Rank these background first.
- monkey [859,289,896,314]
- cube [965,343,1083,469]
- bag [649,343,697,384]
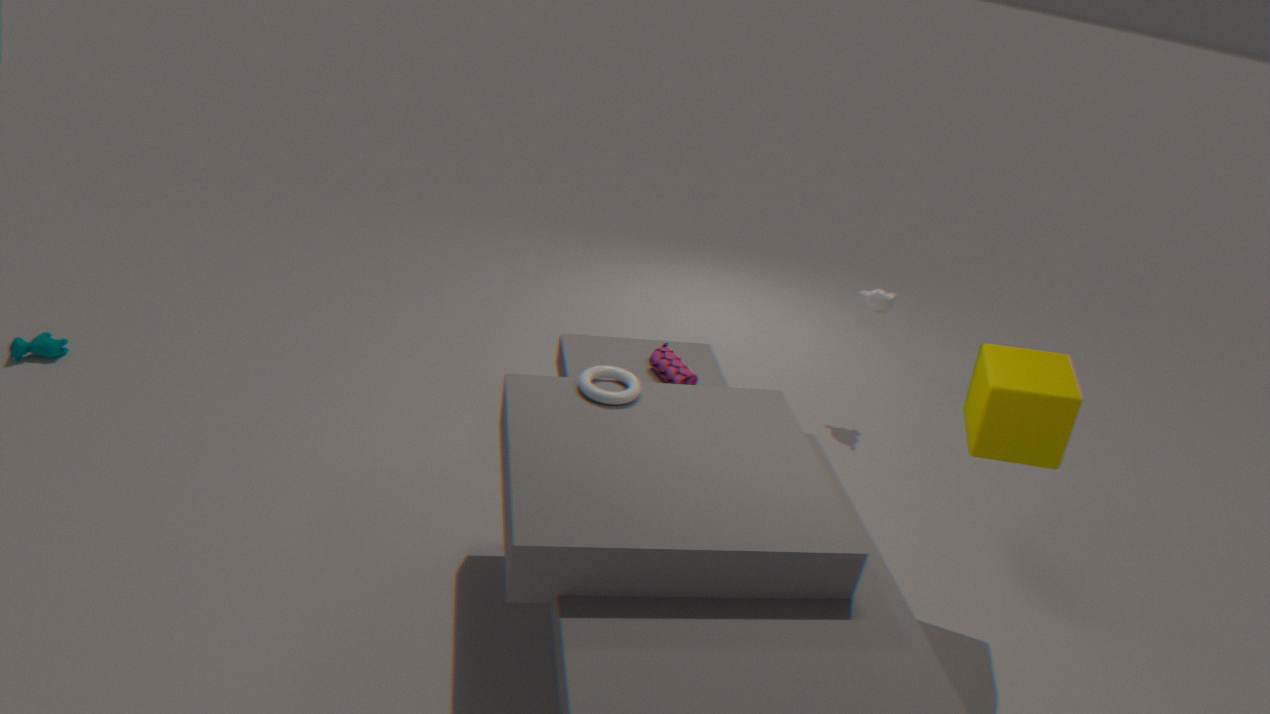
1. monkey [859,289,896,314]
2. bag [649,343,697,384]
3. cube [965,343,1083,469]
